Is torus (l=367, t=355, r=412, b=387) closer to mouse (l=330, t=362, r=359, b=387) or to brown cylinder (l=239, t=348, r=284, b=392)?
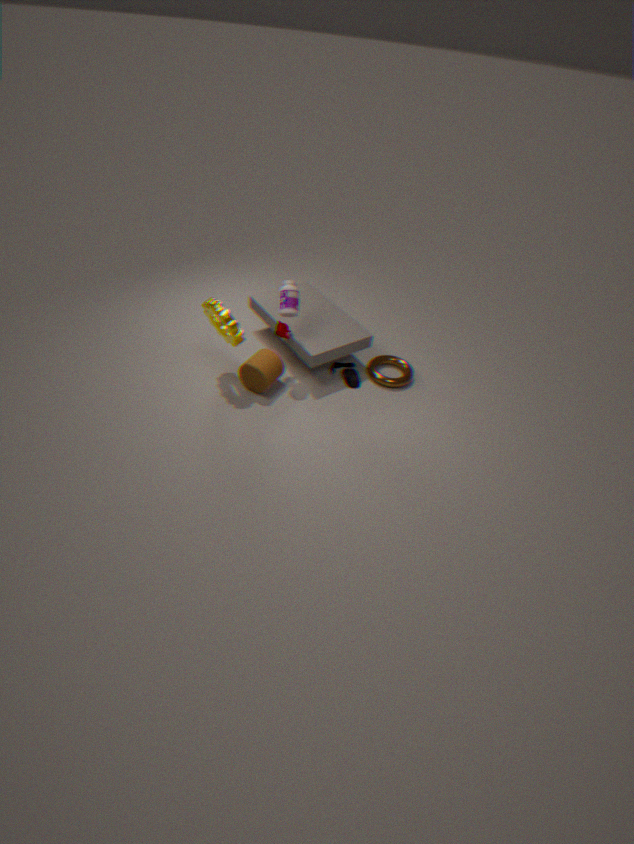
mouse (l=330, t=362, r=359, b=387)
